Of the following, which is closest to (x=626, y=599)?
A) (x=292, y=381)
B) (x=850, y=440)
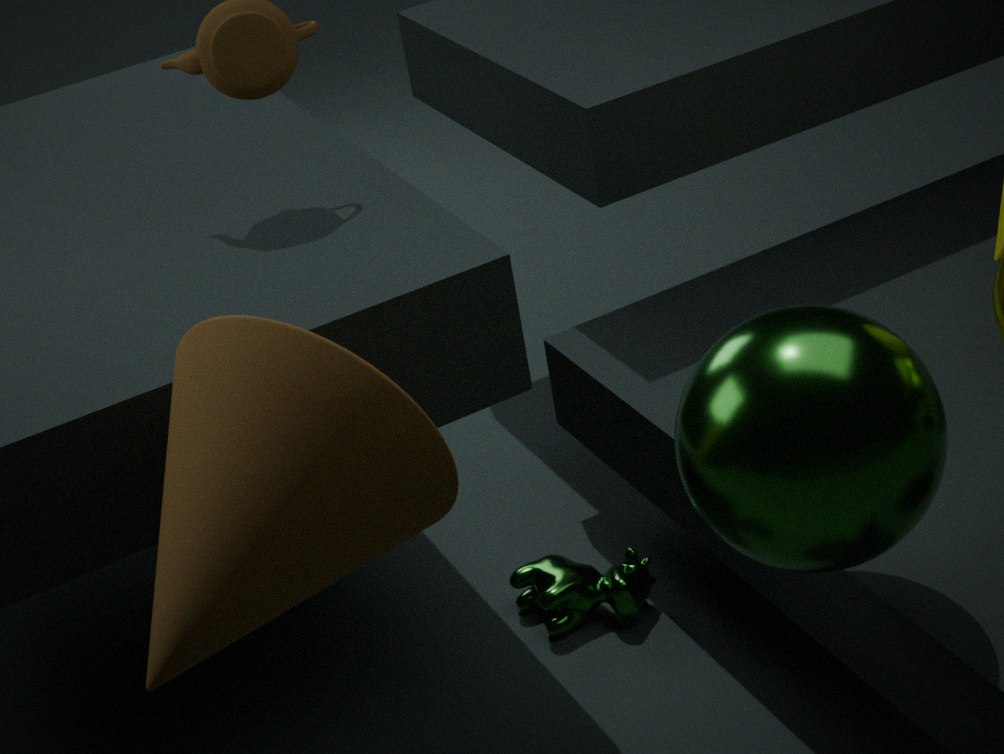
(x=850, y=440)
